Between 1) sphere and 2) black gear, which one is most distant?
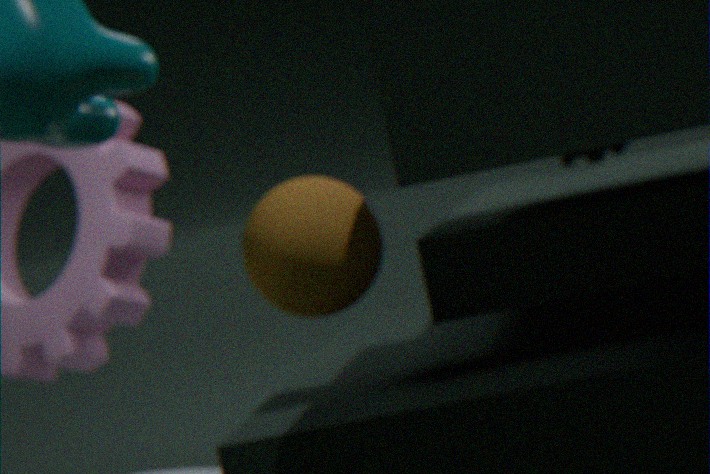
2. black gear
